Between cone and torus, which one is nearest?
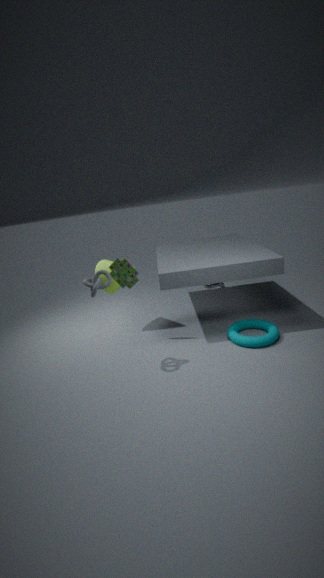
torus
